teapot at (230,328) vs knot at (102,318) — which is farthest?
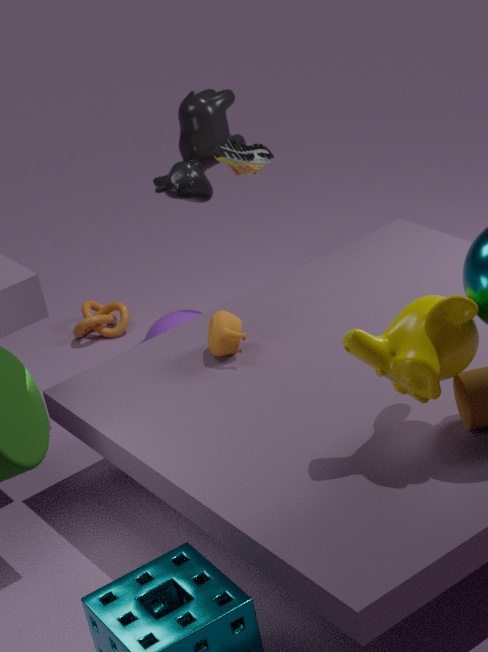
knot at (102,318)
